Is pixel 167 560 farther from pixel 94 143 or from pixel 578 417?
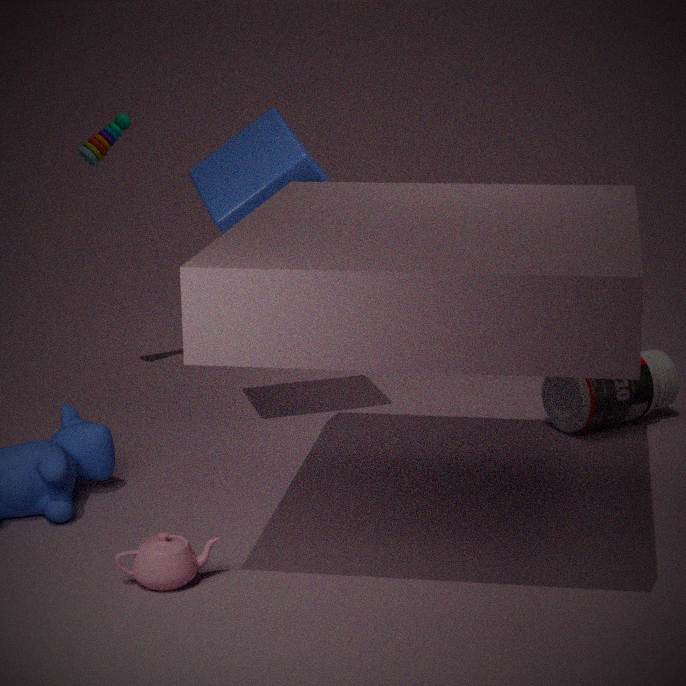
pixel 94 143
